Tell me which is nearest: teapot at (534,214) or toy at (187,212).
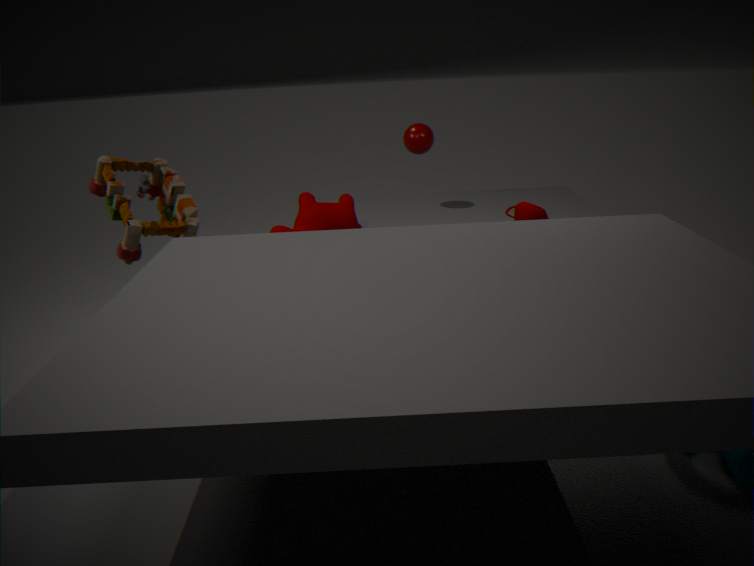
toy at (187,212)
